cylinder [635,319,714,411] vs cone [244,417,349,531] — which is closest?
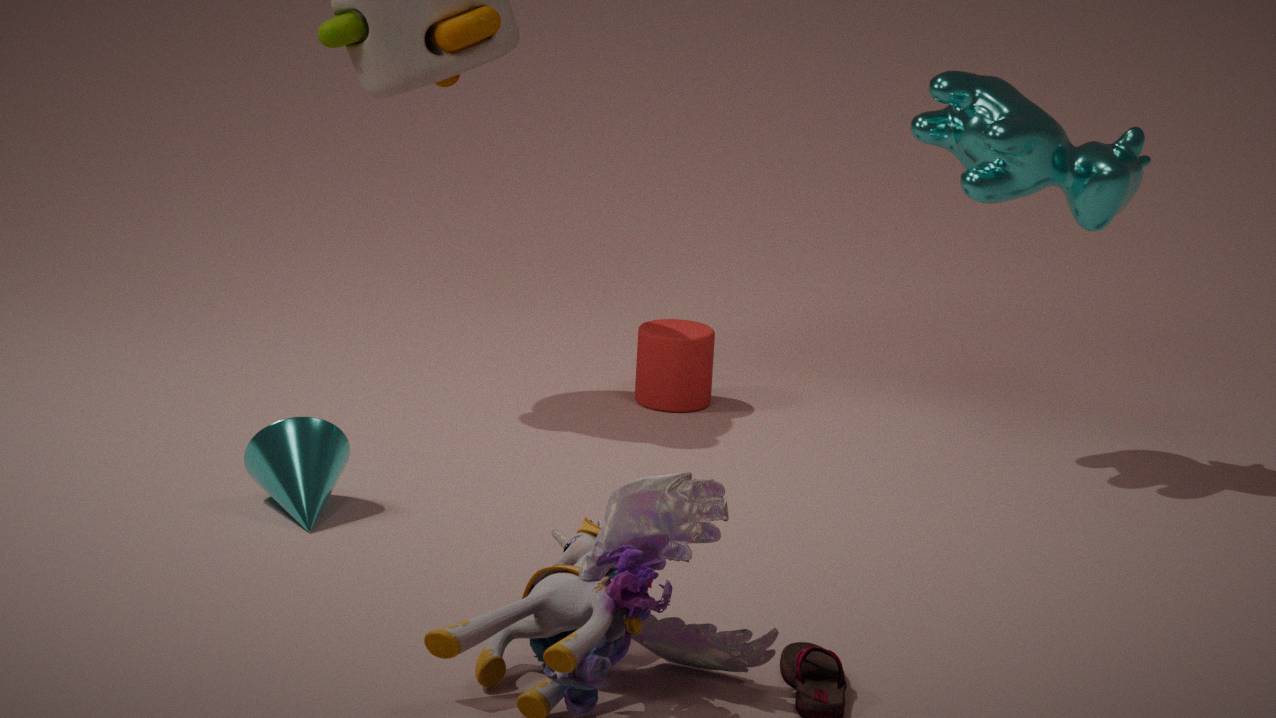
cone [244,417,349,531]
